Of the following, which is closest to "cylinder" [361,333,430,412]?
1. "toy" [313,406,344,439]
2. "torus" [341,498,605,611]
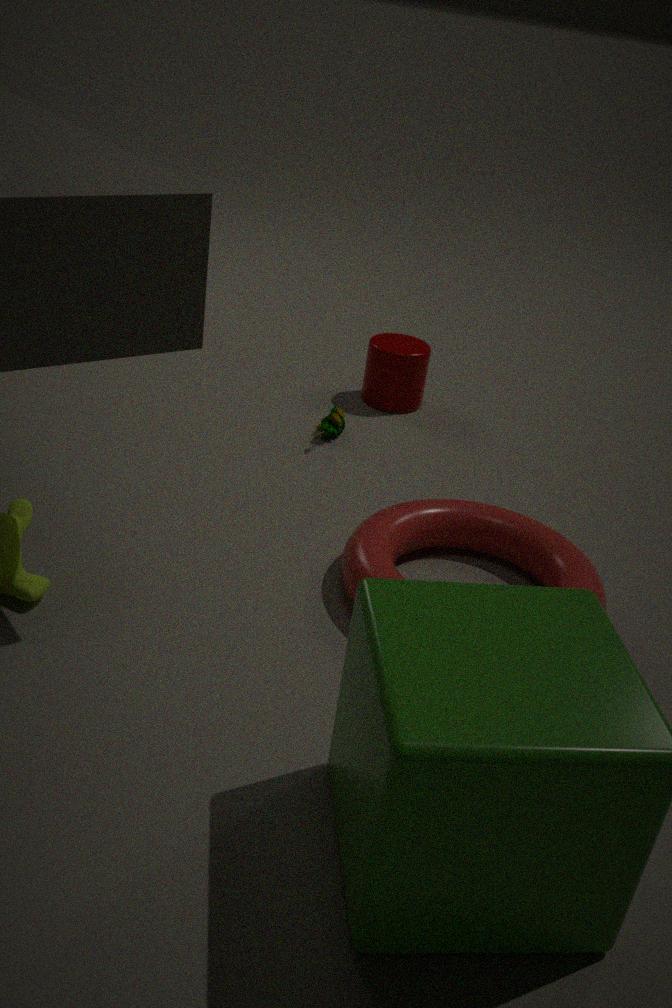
"toy" [313,406,344,439]
